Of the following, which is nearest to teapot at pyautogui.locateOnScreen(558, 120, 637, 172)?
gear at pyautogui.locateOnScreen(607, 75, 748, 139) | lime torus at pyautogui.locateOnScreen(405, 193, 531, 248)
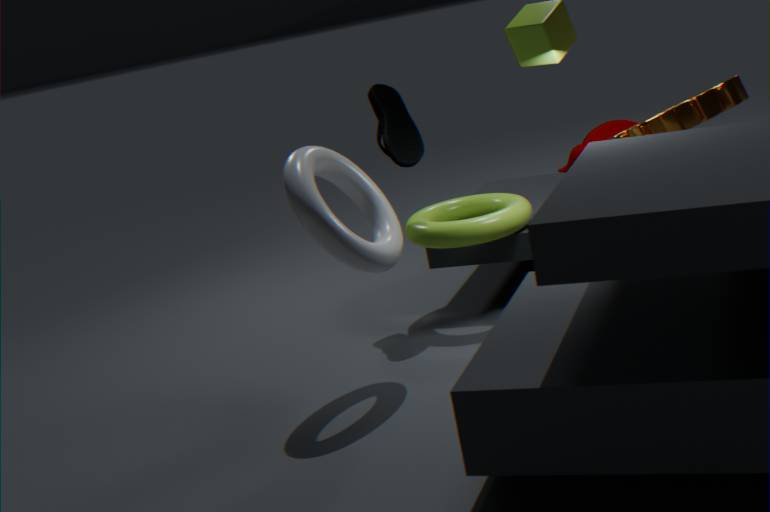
gear at pyautogui.locateOnScreen(607, 75, 748, 139)
